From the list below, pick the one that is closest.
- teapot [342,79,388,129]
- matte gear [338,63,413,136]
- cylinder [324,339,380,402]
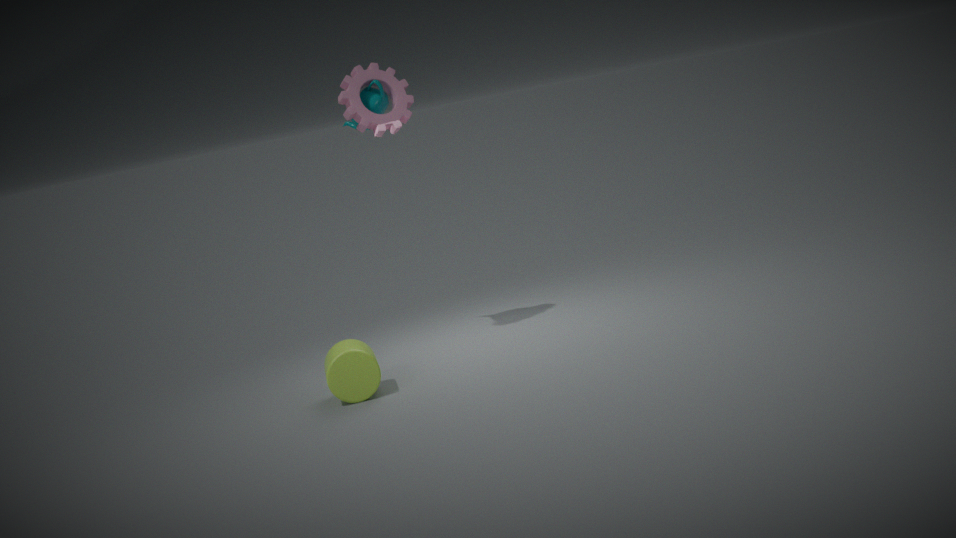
cylinder [324,339,380,402]
